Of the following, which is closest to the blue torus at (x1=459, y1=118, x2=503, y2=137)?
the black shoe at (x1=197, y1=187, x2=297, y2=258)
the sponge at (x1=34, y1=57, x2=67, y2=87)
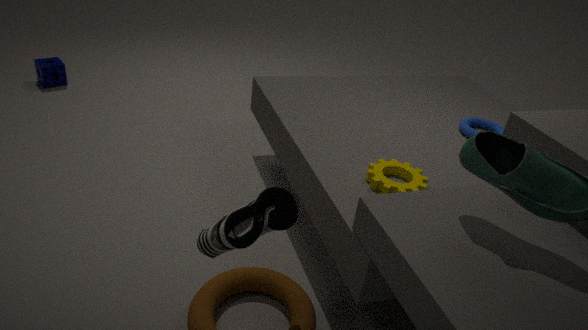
the black shoe at (x1=197, y1=187, x2=297, y2=258)
